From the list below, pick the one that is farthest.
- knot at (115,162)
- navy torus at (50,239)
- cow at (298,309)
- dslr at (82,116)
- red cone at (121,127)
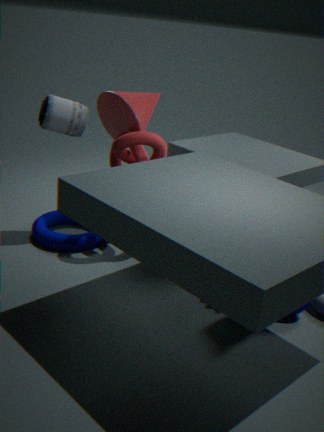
red cone at (121,127)
